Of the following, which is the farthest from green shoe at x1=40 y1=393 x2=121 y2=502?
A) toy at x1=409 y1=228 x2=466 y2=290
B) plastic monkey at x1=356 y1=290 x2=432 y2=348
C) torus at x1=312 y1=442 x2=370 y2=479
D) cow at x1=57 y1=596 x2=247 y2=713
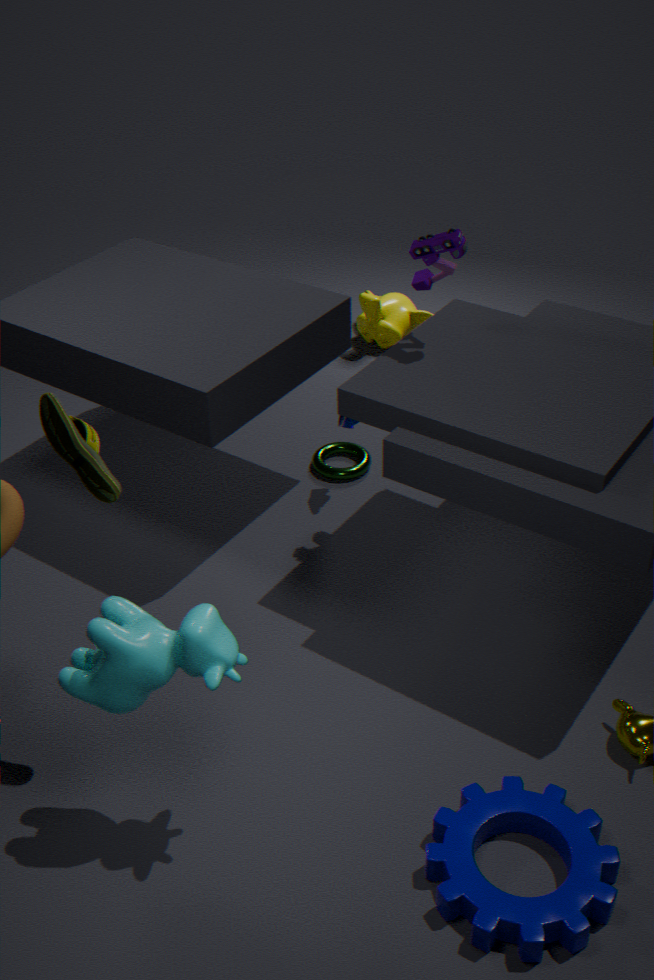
plastic monkey at x1=356 y1=290 x2=432 y2=348
